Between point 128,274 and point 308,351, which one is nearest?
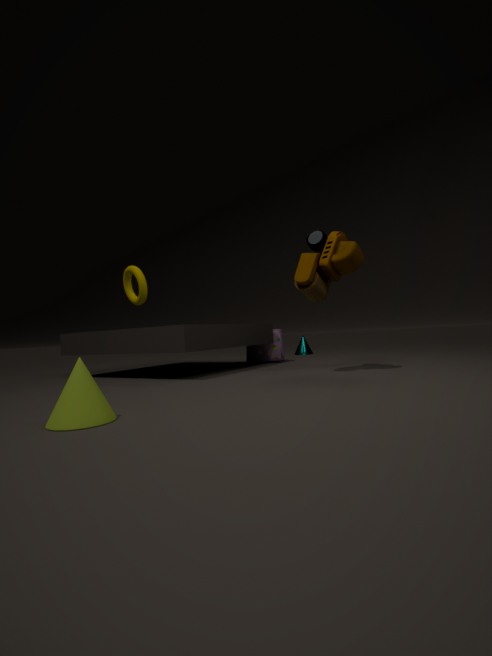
point 128,274
